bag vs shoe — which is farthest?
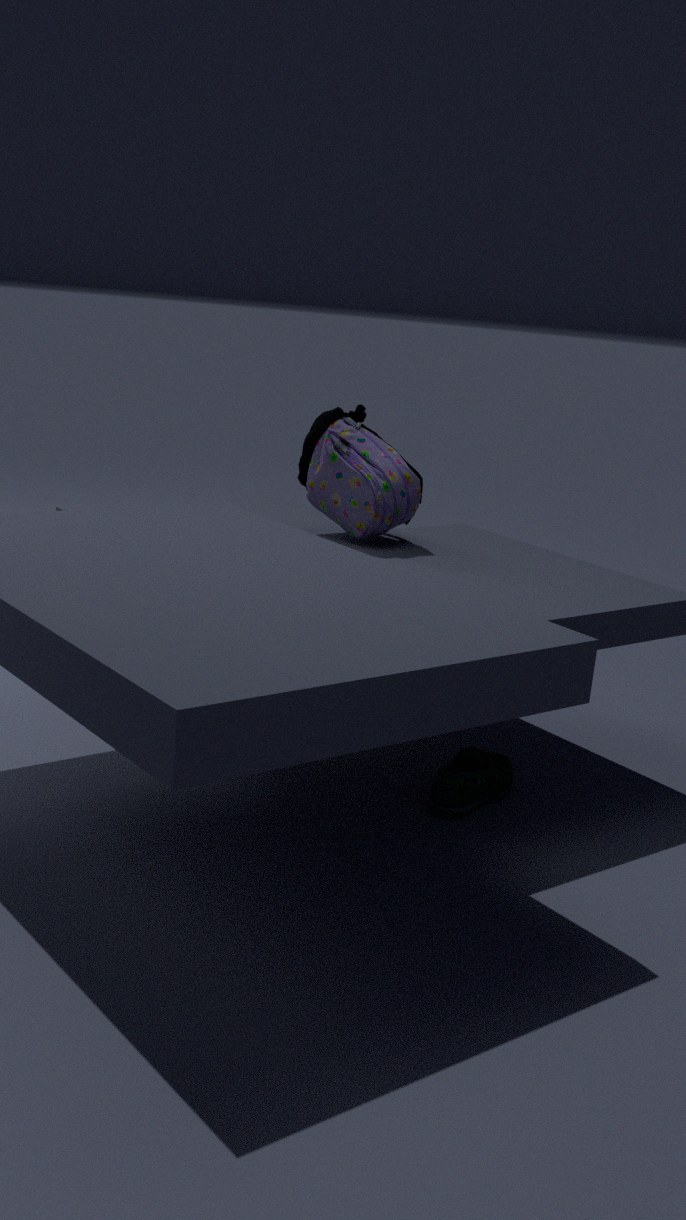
bag
